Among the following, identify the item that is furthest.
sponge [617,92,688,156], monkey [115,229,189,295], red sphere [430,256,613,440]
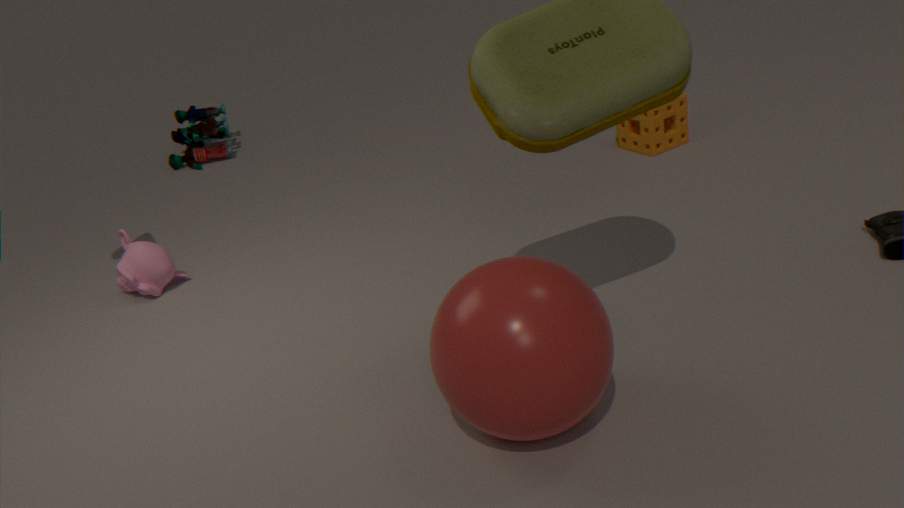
sponge [617,92,688,156]
